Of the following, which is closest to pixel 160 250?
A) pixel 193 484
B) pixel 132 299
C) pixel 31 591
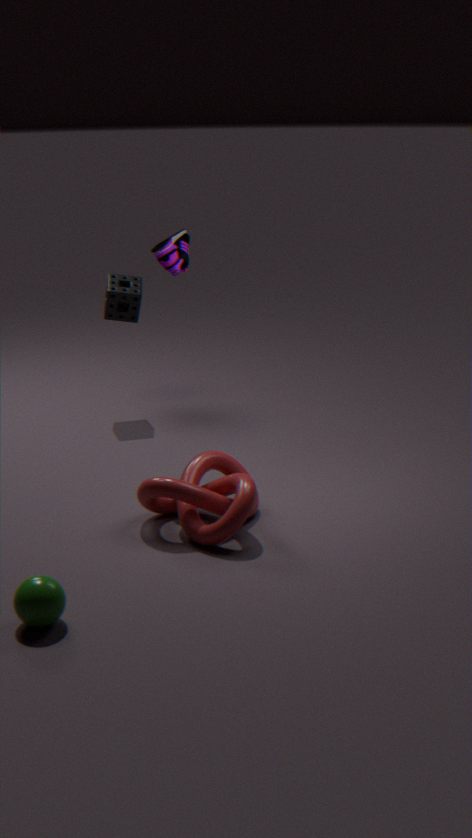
pixel 132 299
